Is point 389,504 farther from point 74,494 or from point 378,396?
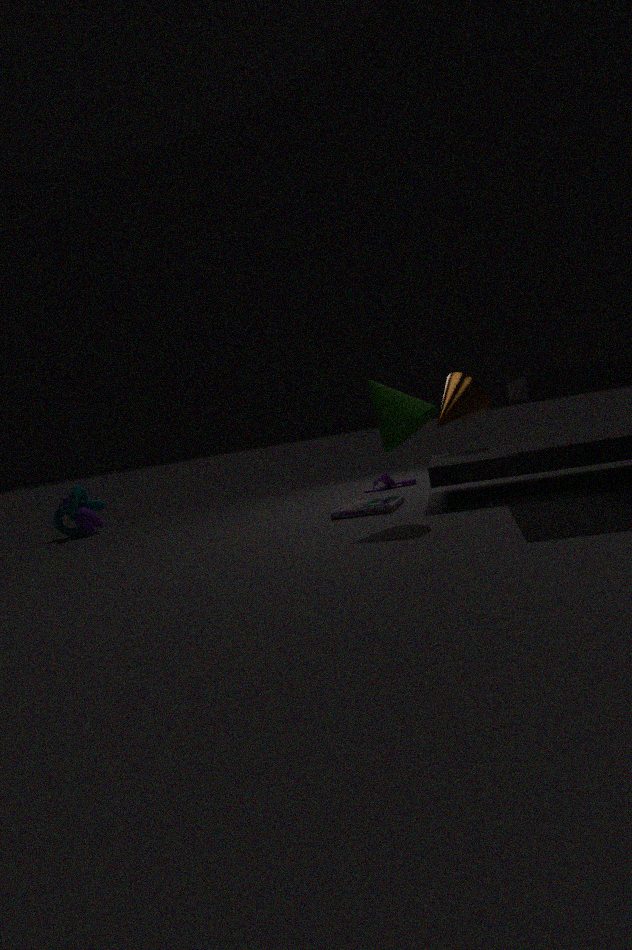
point 74,494
